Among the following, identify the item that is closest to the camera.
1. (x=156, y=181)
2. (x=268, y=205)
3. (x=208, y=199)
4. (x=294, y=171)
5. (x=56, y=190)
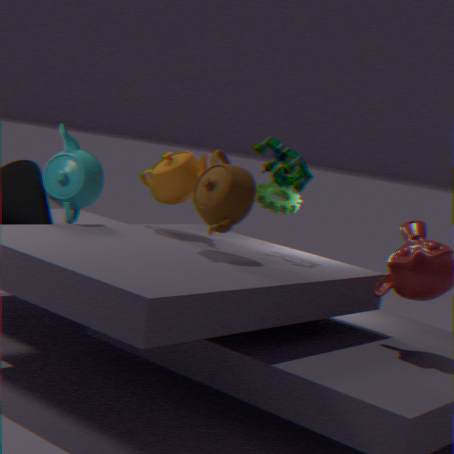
(x=208, y=199)
